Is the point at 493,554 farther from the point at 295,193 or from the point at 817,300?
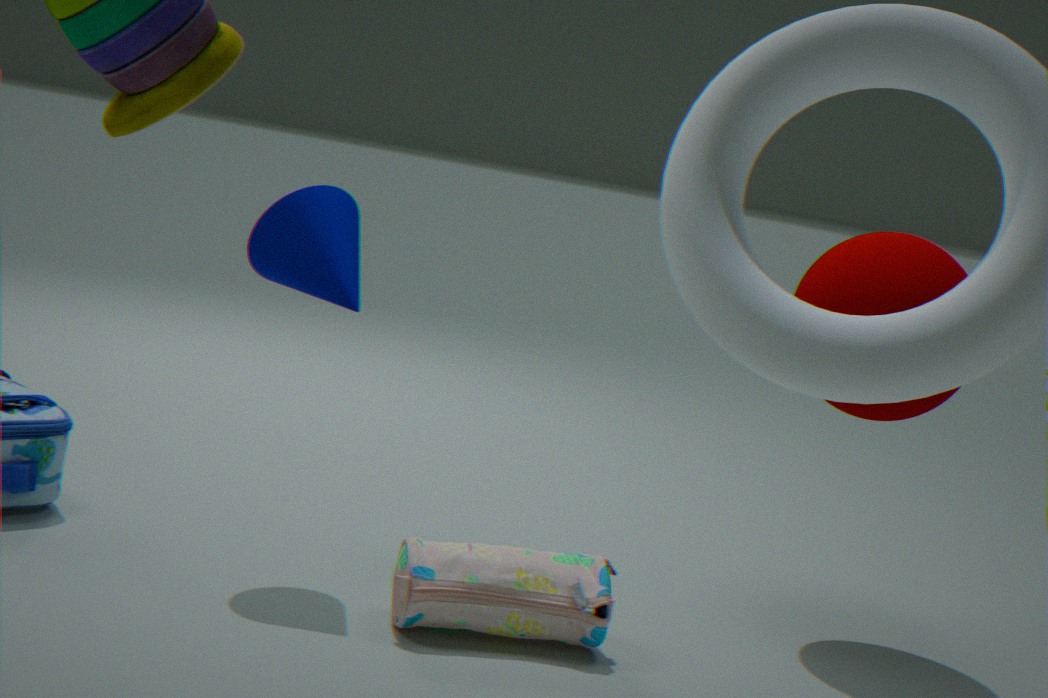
the point at 817,300
